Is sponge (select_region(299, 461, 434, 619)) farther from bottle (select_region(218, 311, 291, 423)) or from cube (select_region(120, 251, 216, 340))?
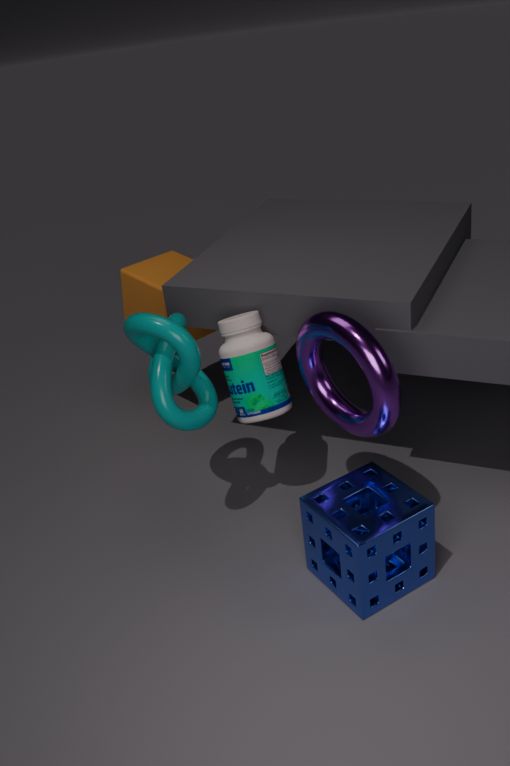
cube (select_region(120, 251, 216, 340))
